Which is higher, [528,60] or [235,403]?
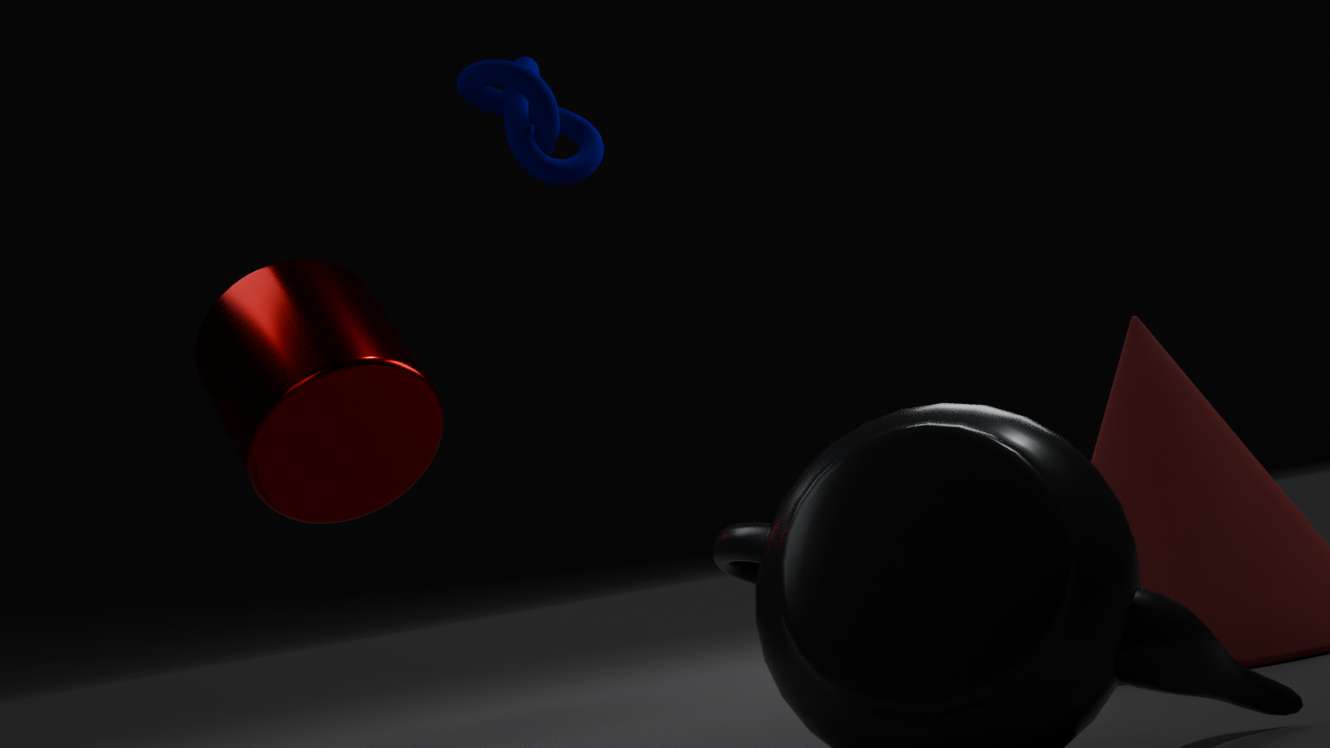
[528,60]
